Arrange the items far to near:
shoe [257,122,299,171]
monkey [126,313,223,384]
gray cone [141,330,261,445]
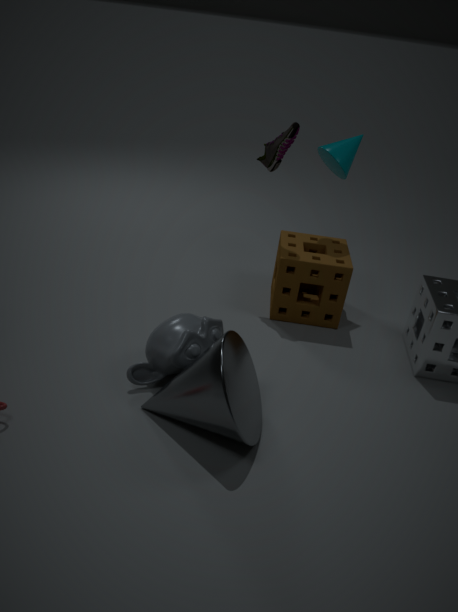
shoe [257,122,299,171], monkey [126,313,223,384], gray cone [141,330,261,445]
